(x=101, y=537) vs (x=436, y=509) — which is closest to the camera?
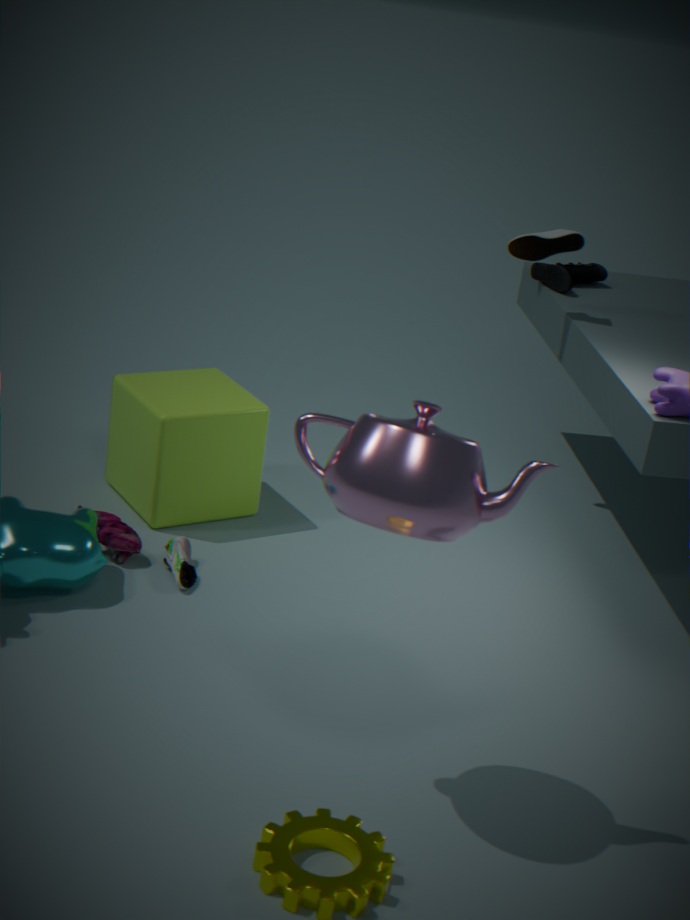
(x=436, y=509)
